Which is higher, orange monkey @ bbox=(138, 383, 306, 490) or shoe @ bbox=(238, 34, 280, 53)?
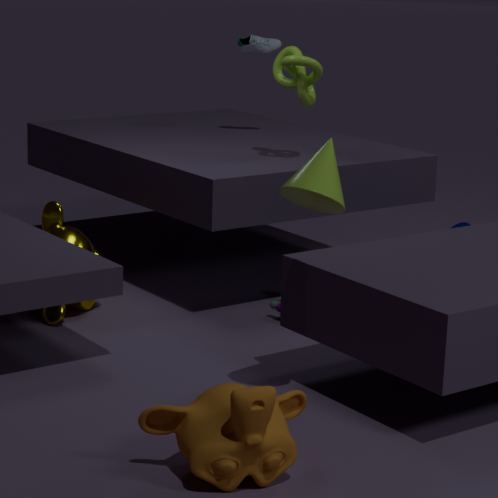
shoe @ bbox=(238, 34, 280, 53)
